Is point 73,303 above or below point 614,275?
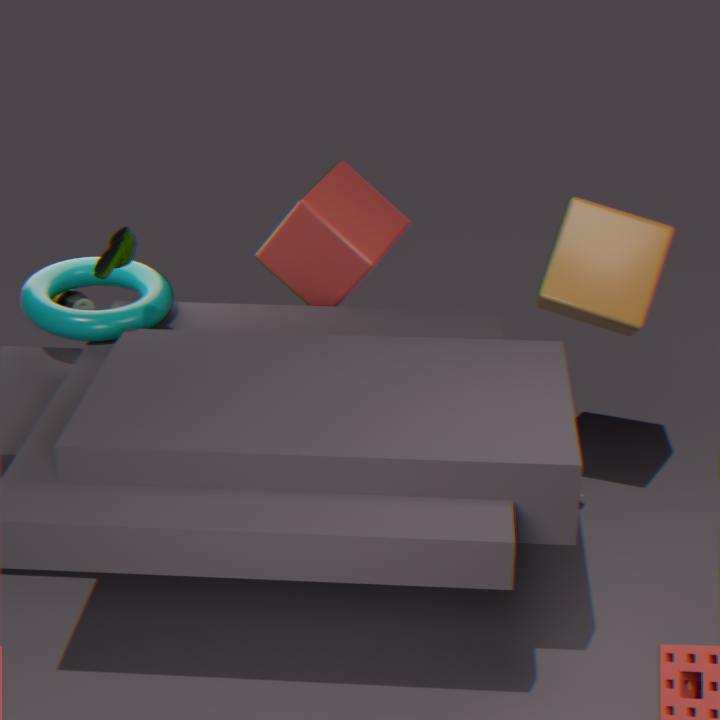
below
